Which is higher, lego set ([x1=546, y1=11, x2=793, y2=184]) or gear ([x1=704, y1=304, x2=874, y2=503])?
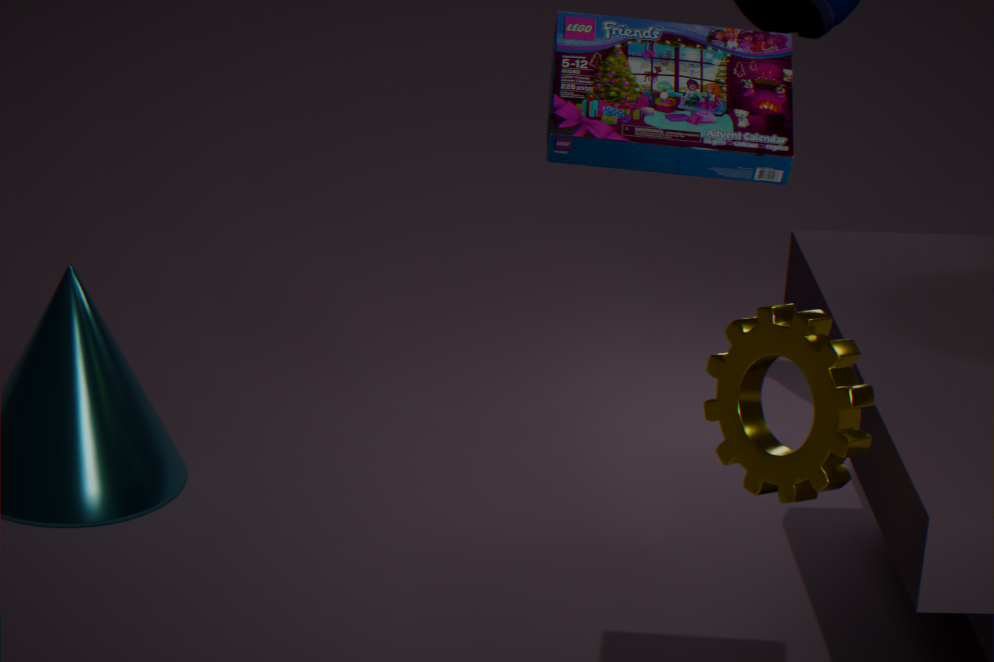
lego set ([x1=546, y1=11, x2=793, y2=184])
